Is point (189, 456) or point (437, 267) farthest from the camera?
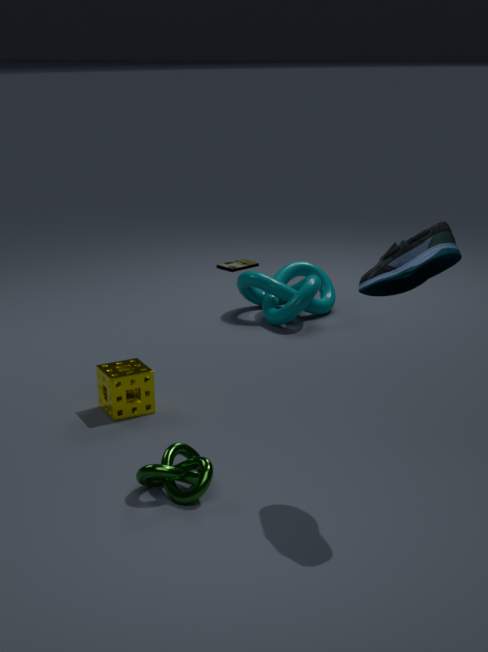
point (189, 456)
